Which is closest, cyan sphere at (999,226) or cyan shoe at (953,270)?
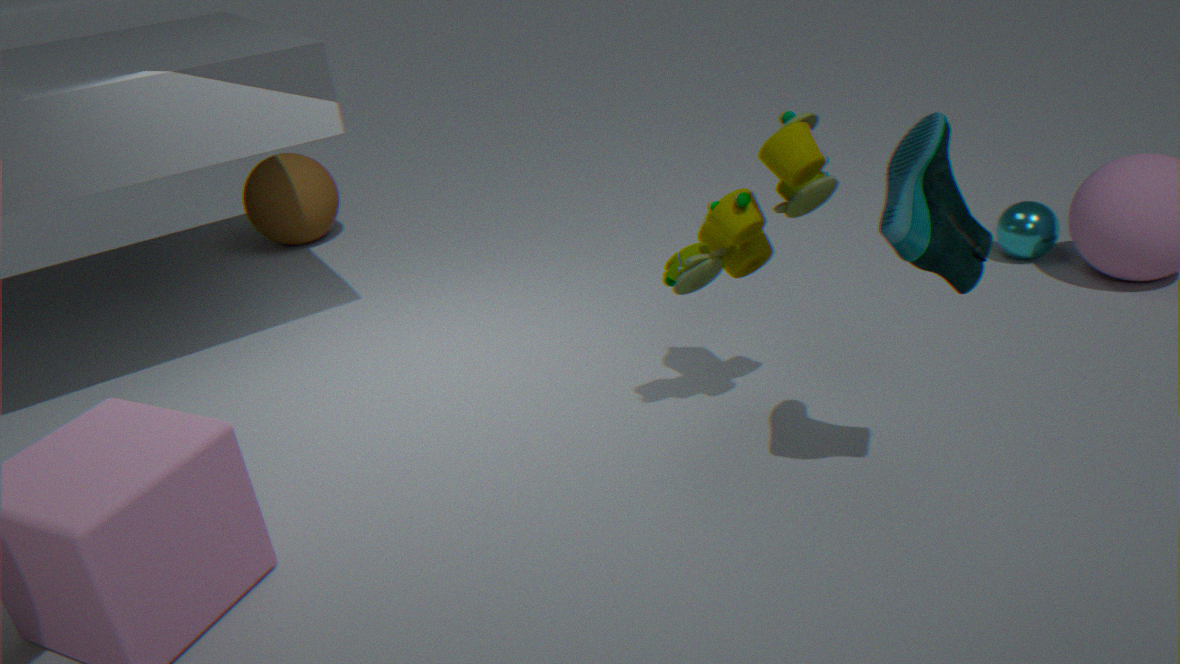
cyan shoe at (953,270)
